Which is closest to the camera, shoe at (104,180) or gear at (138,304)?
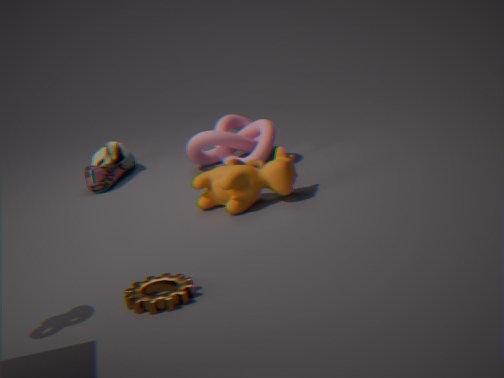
gear at (138,304)
